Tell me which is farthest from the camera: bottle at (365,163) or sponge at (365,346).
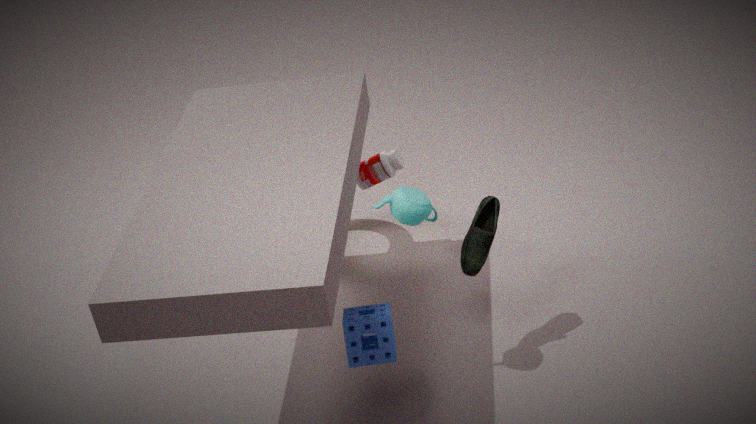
bottle at (365,163)
